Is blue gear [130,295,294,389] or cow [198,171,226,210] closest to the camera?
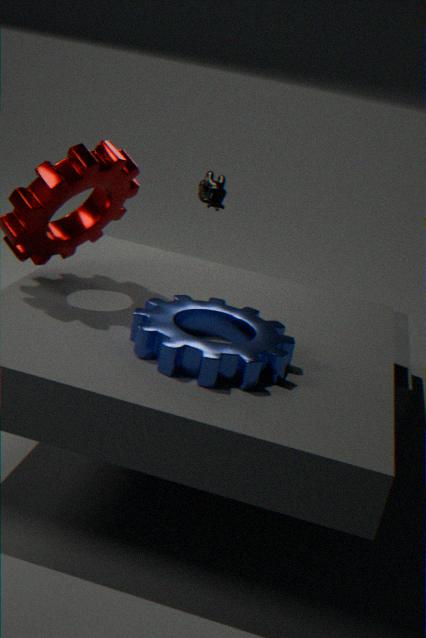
blue gear [130,295,294,389]
